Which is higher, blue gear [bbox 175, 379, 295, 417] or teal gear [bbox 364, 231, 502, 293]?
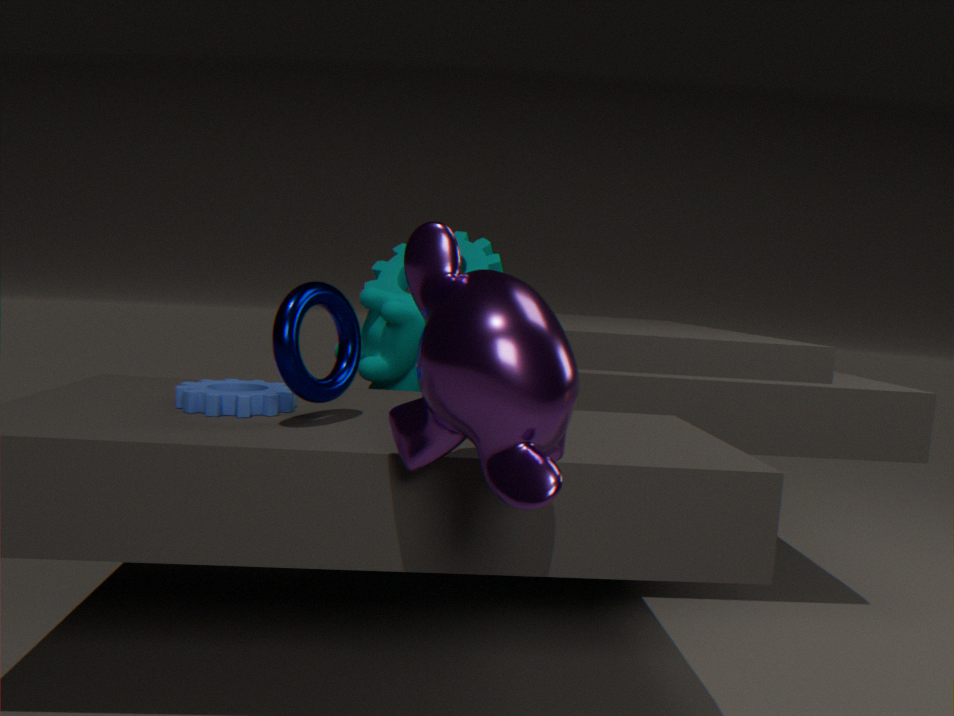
teal gear [bbox 364, 231, 502, 293]
